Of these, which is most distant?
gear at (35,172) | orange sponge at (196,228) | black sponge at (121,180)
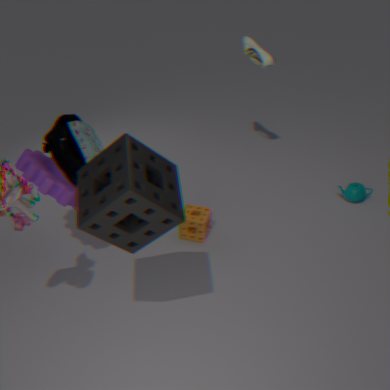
orange sponge at (196,228)
